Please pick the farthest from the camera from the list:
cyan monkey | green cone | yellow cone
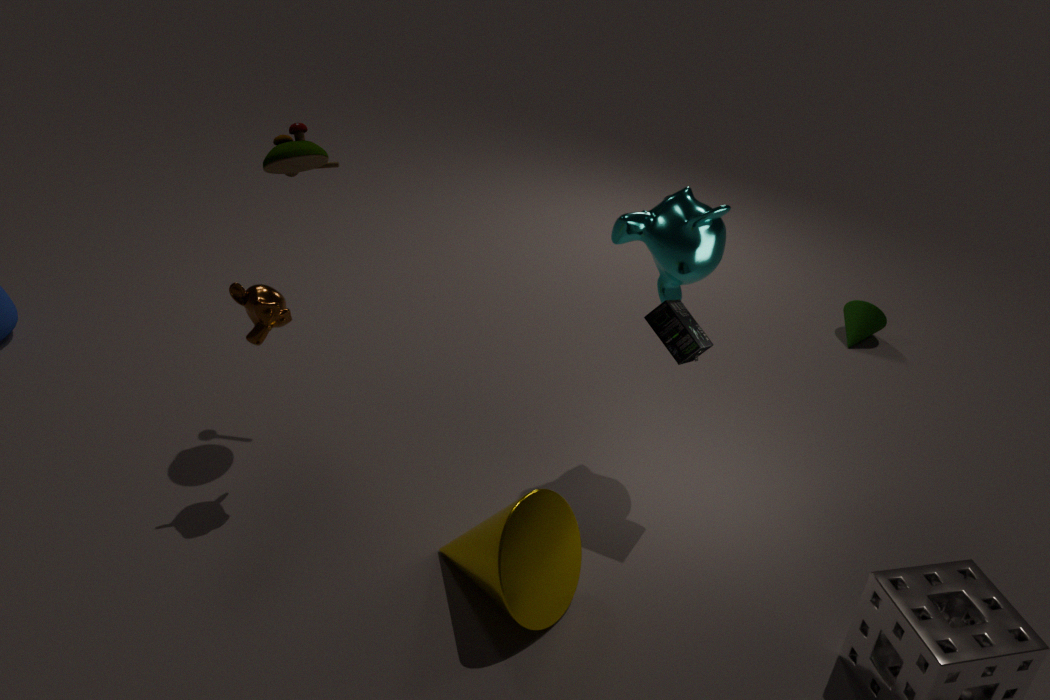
green cone
